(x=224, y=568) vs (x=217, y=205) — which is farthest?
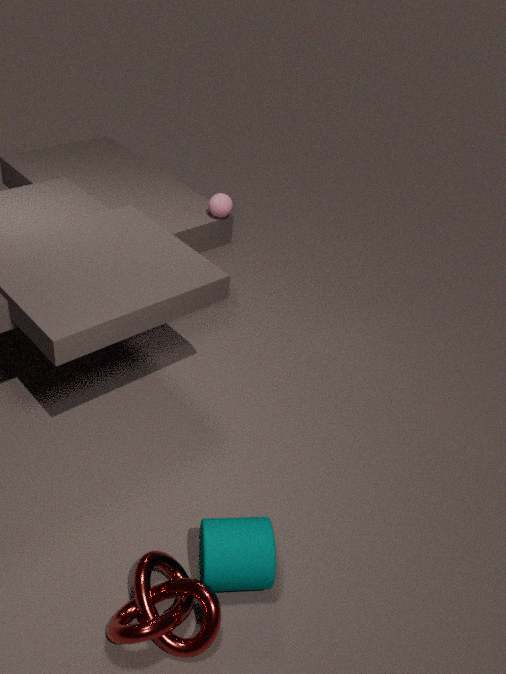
(x=217, y=205)
